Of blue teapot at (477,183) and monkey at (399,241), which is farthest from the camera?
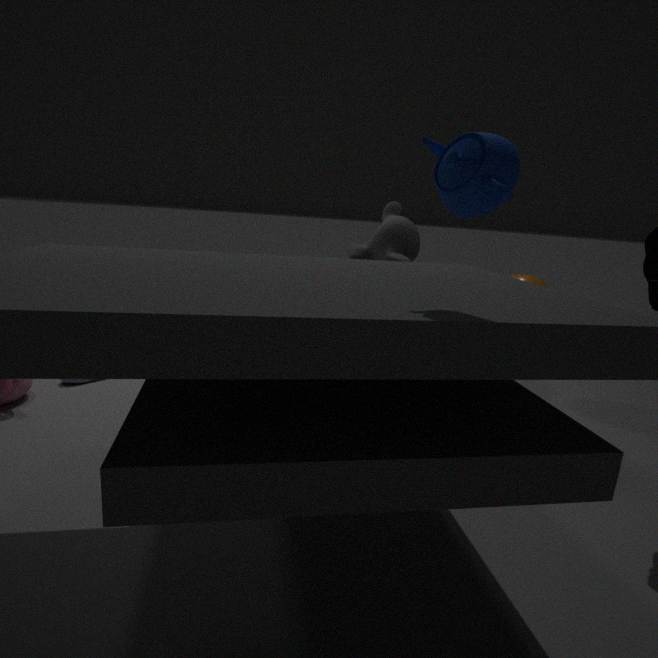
monkey at (399,241)
